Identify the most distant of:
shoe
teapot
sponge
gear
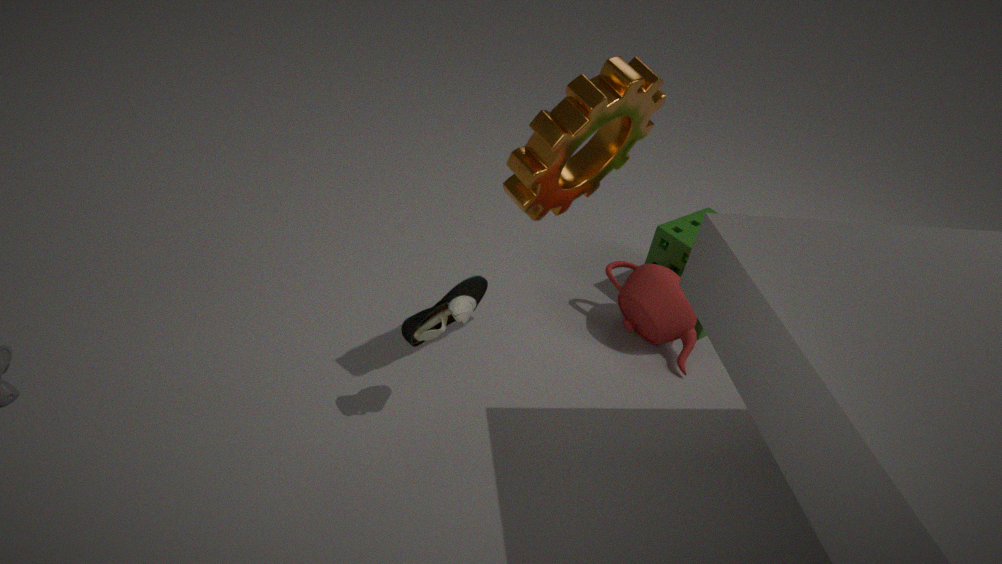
sponge
